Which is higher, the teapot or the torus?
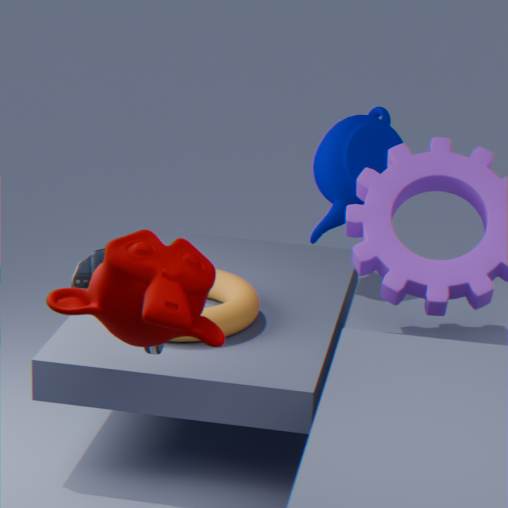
the teapot
